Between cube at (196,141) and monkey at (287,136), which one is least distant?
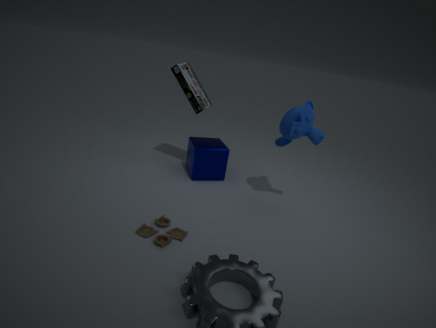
monkey at (287,136)
